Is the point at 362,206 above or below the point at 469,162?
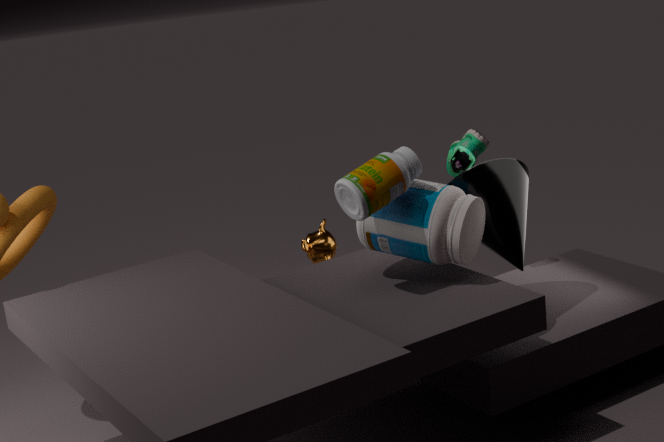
above
